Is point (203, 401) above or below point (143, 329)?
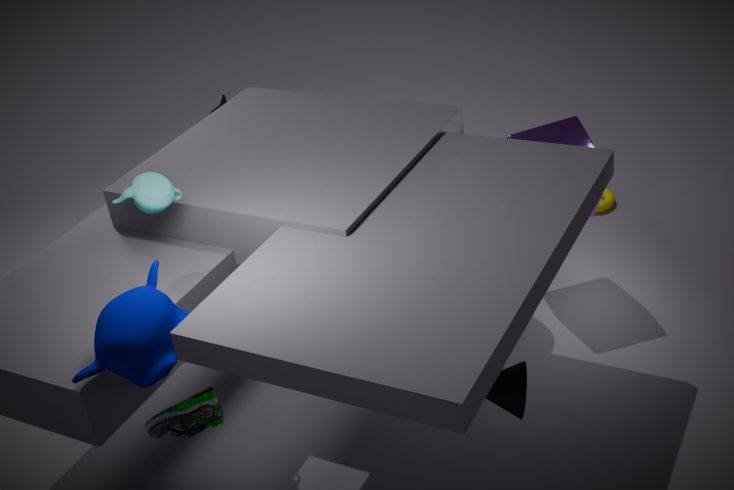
below
